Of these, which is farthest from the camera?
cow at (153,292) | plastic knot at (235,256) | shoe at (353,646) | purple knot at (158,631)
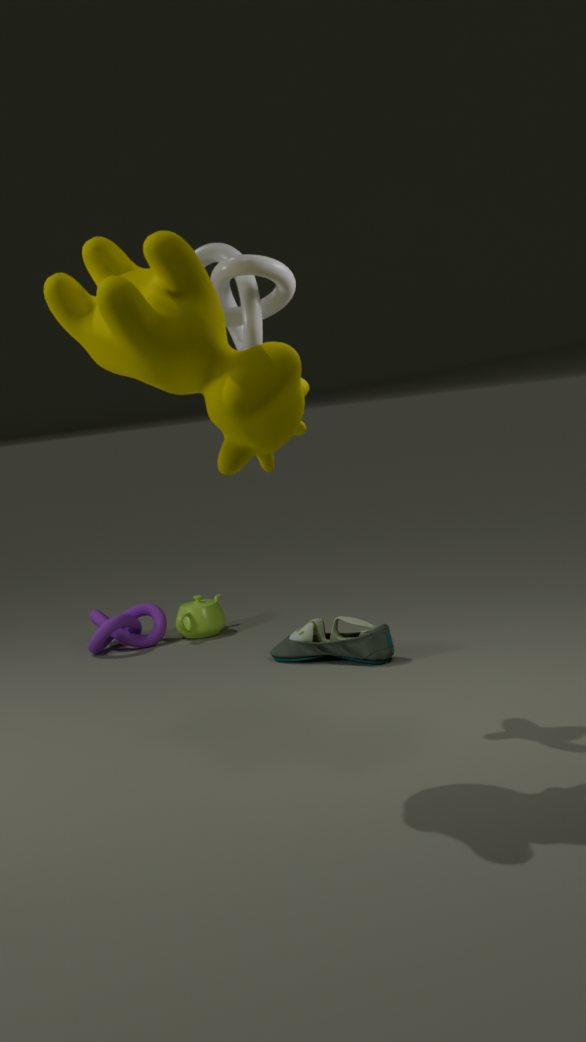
purple knot at (158,631)
